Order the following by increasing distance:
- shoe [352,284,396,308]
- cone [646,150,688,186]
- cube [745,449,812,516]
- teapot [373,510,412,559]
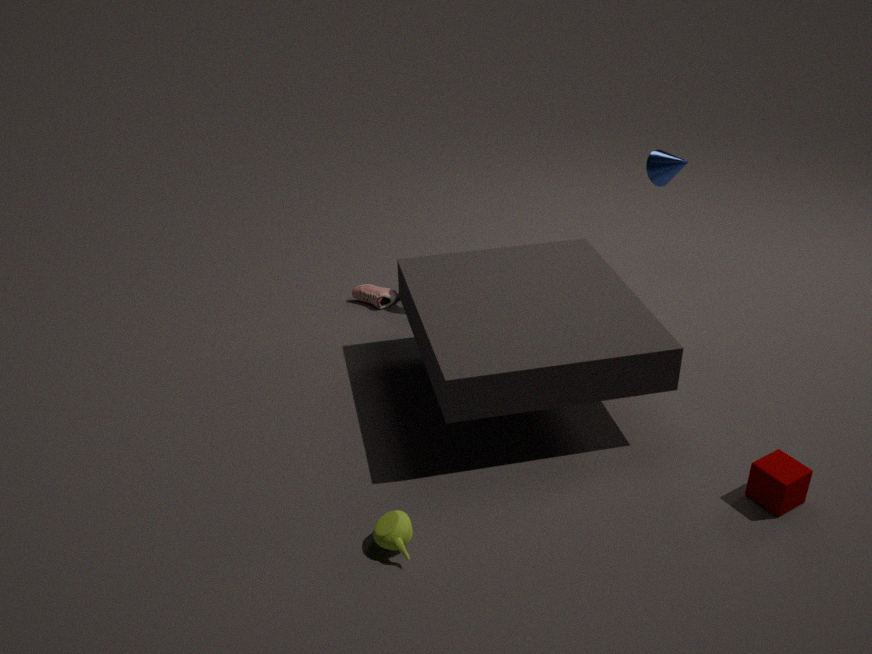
teapot [373,510,412,559], cube [745,449,812,516], cone [646,150,688,186], shoe [352,284,396,308]
